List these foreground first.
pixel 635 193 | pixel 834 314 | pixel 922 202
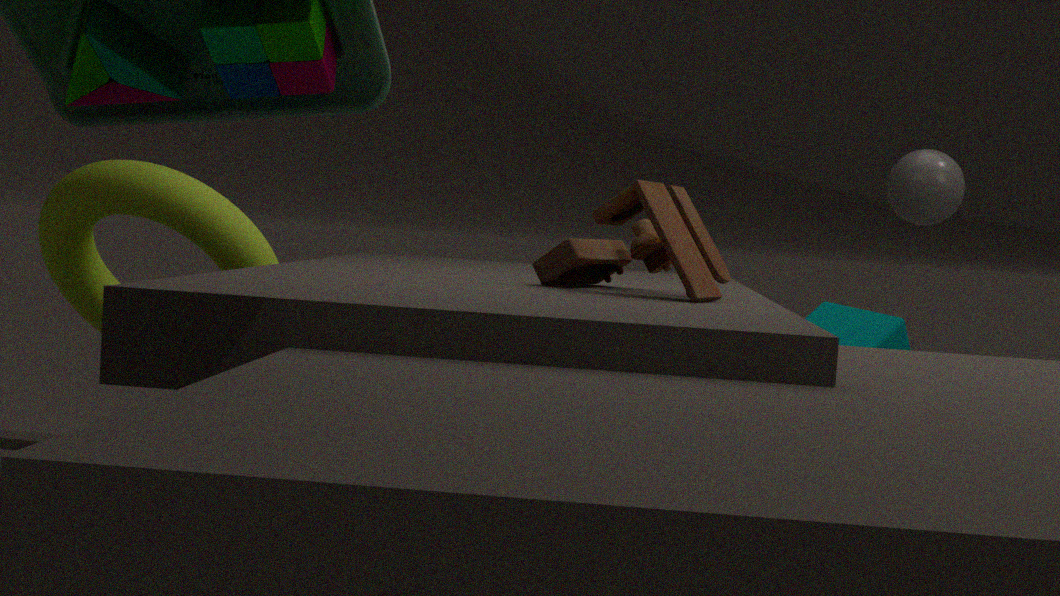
pixel 635 193
pixel 834 314
pixel 922 202
